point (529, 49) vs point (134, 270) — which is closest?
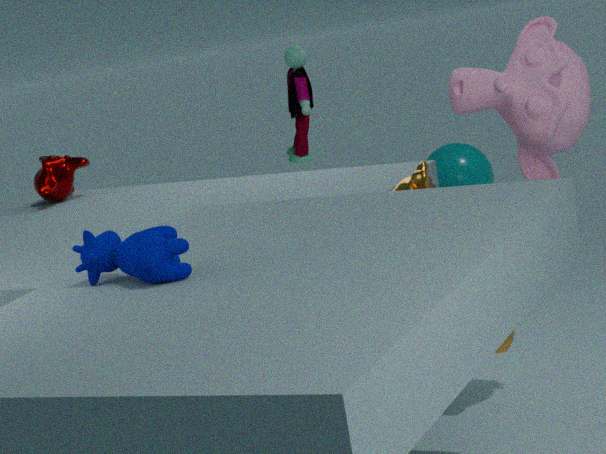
point (134, 270)
